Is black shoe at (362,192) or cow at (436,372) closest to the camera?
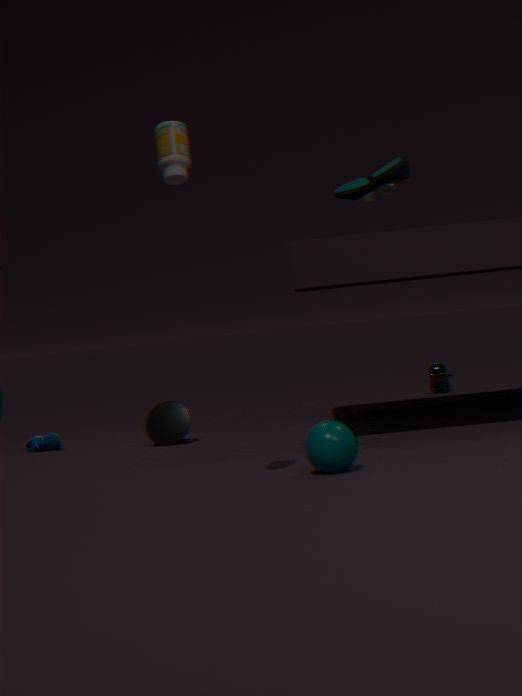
black shoe at (362,192)
